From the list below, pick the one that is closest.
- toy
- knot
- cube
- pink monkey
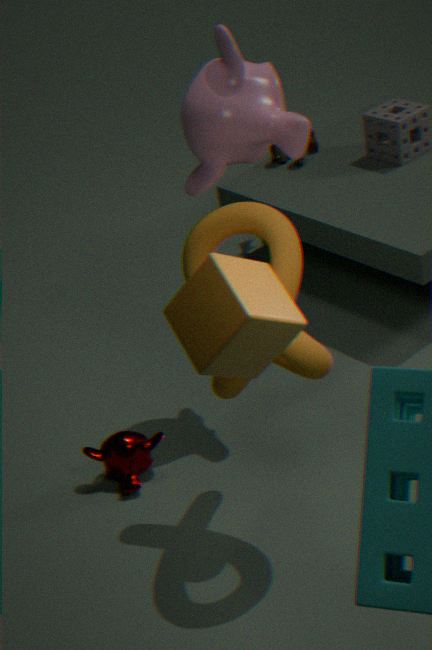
cube
